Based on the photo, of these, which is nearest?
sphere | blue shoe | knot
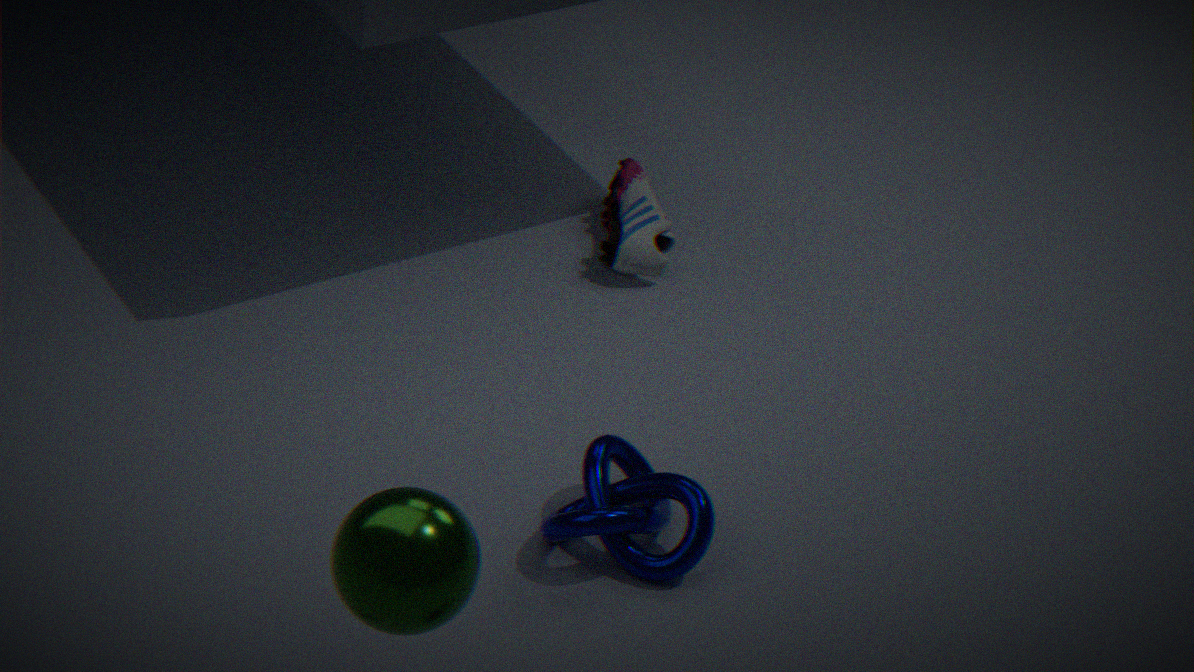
sphere
